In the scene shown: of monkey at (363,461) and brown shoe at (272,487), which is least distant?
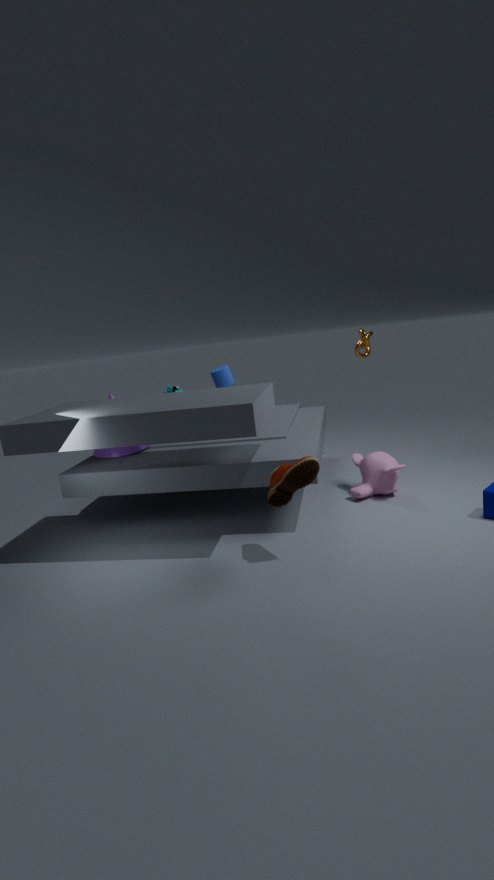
brown shoe at (272,487)
